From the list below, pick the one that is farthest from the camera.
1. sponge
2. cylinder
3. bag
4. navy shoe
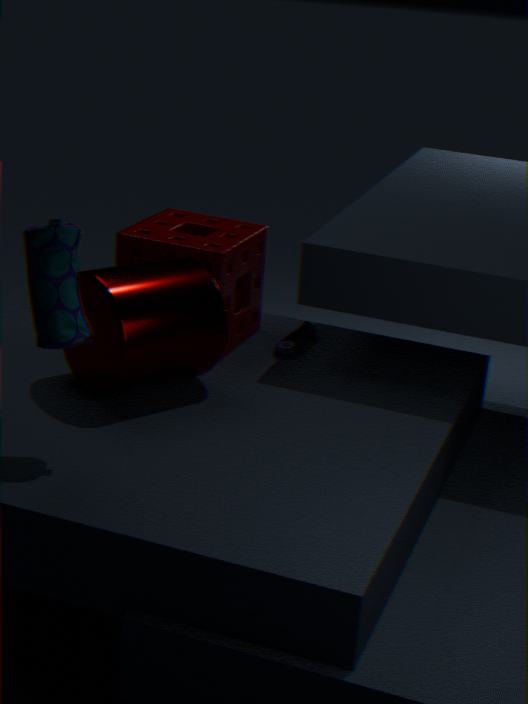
navy shoe
